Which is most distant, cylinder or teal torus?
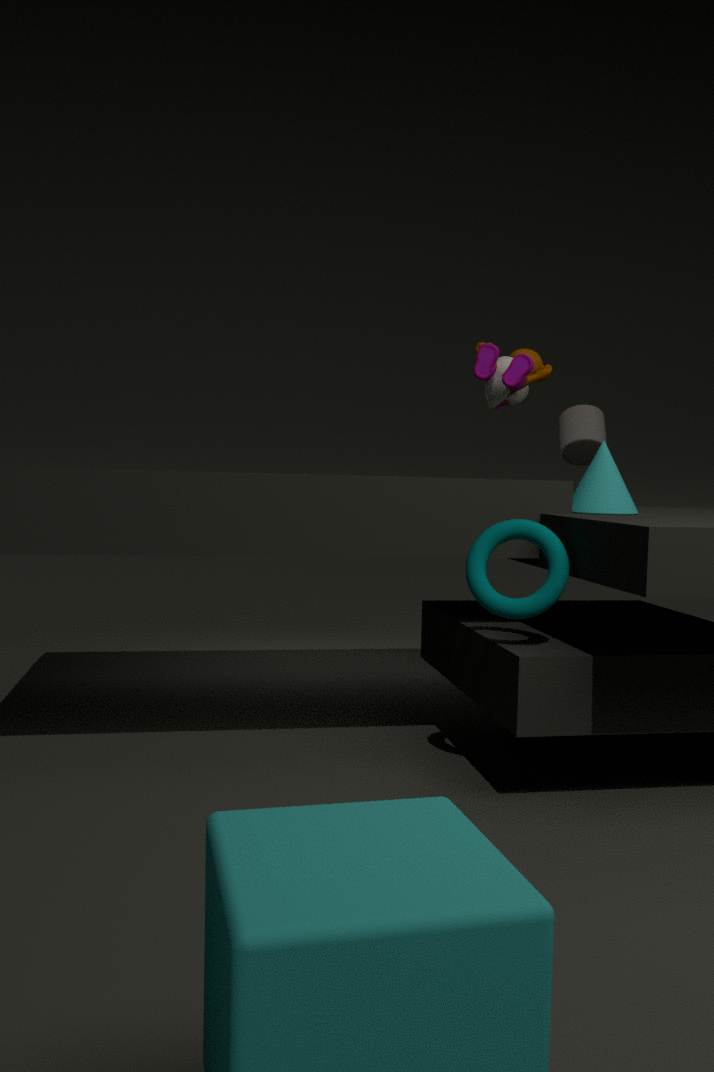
cylinder
